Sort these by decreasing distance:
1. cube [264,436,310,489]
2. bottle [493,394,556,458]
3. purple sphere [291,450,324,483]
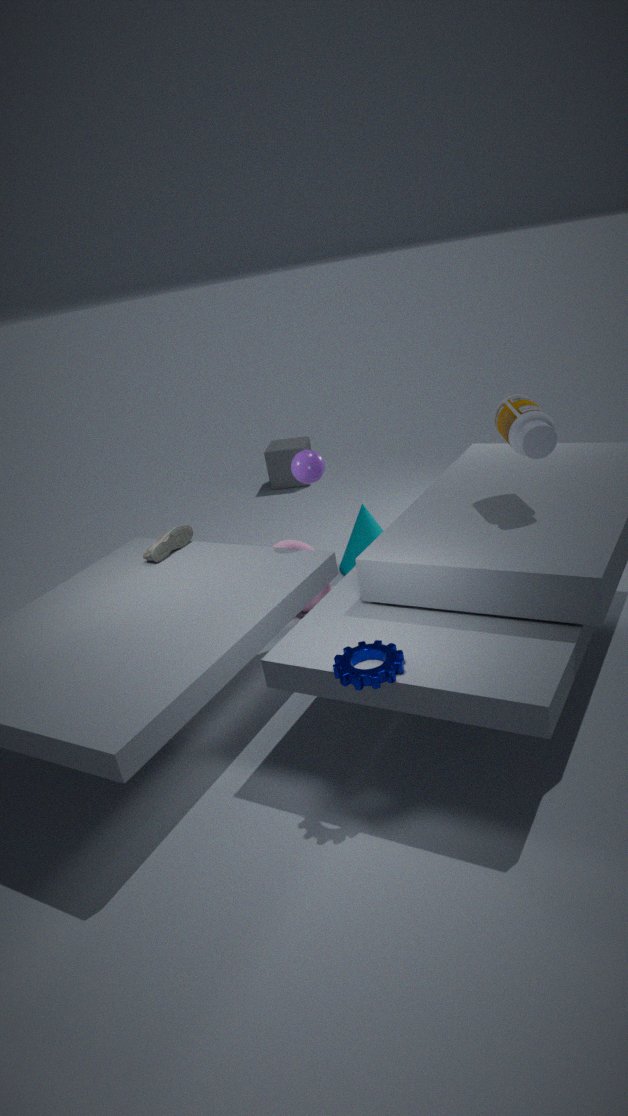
cube [264,436,310,489] → purple sphere [291,450,324,483] → bottle [493,394,556,458]
